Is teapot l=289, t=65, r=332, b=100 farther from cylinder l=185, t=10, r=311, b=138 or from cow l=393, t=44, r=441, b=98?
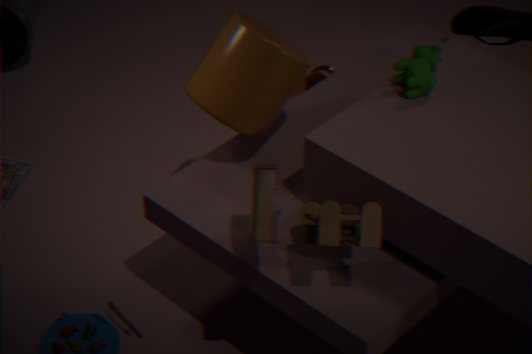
cow l=393, t=44, r=441, b=98
